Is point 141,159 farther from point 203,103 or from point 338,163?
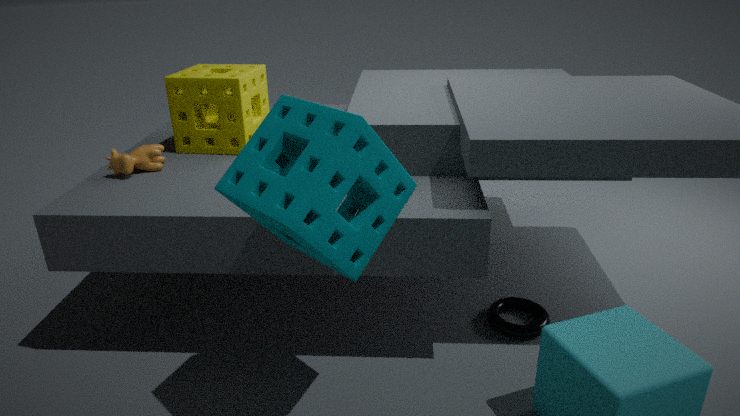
point 338,163
